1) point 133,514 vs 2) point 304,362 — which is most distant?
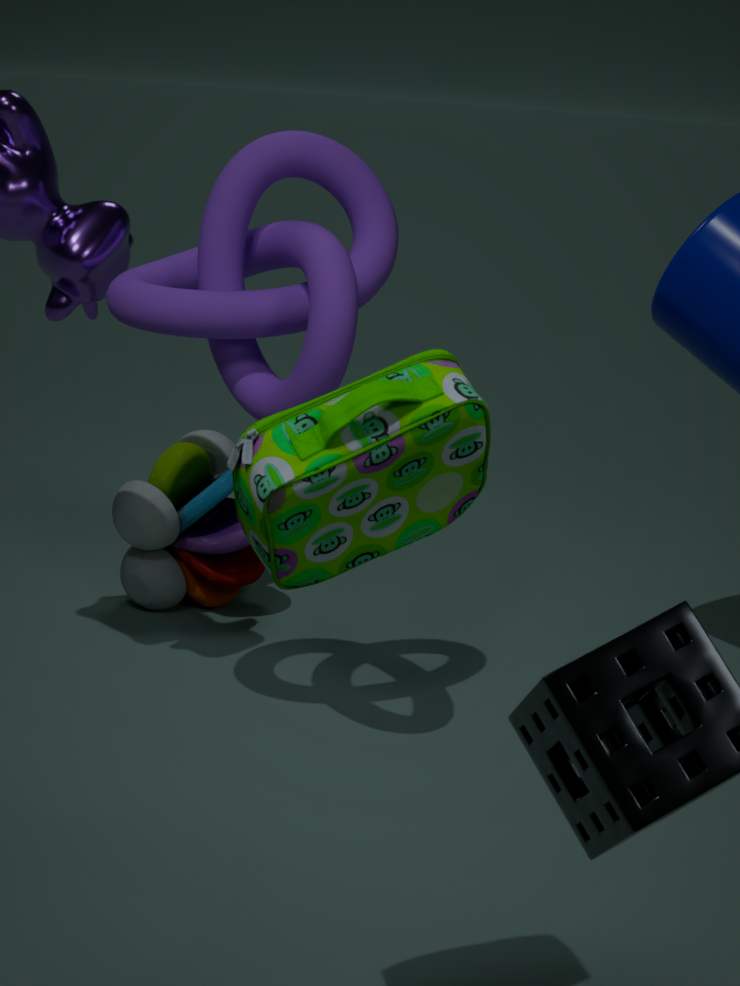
1. point 133,514
